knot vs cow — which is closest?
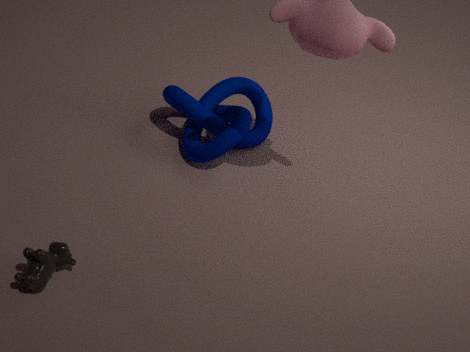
cow
